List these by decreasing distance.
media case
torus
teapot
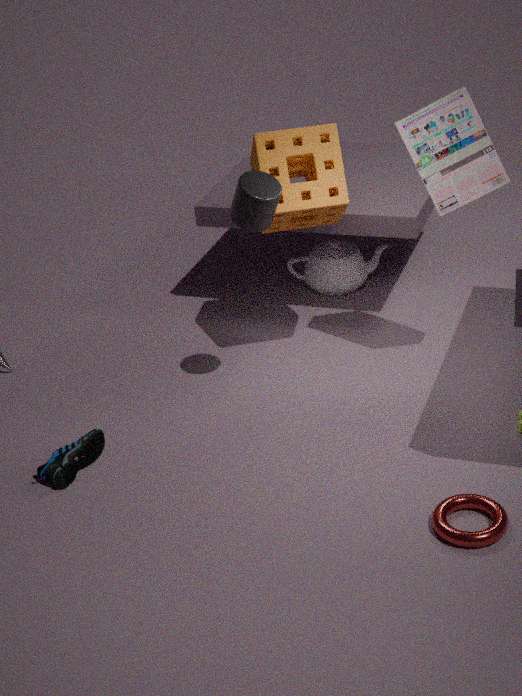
teapot
media case
torus
